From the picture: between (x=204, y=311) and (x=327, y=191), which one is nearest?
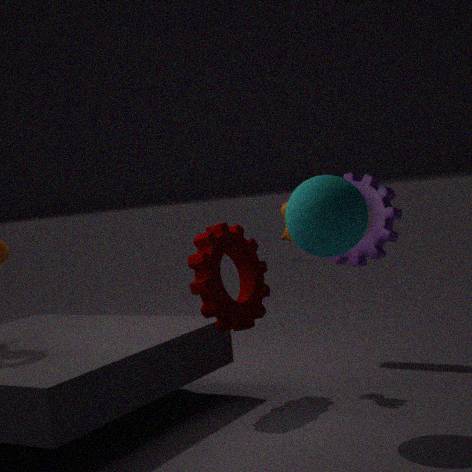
(x=327, y=191)
